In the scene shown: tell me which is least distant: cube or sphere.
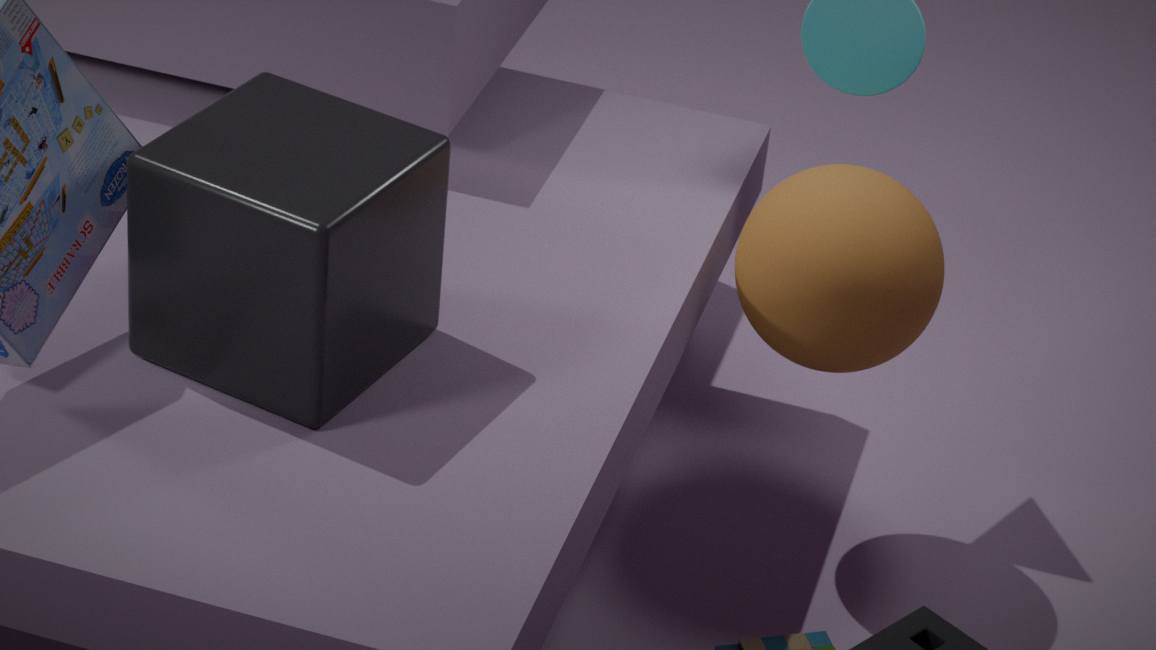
cube
